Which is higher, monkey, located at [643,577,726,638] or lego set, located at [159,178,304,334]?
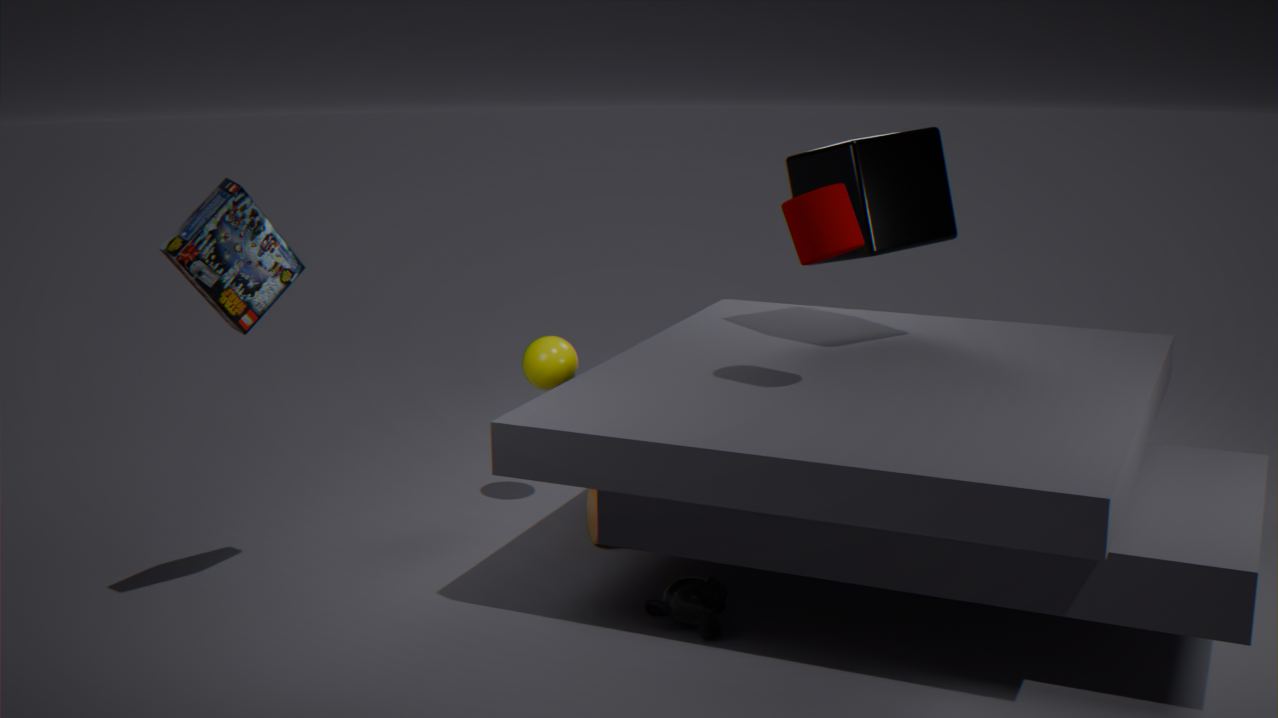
lego set, located at [159,178,304,334]
